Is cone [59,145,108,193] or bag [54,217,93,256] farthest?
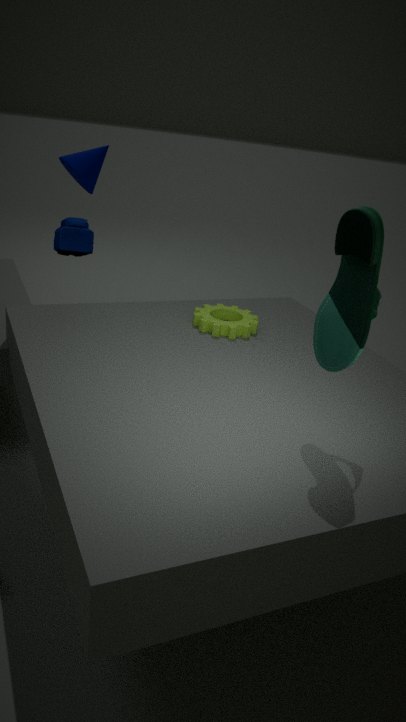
bag [54,217,93,256]
